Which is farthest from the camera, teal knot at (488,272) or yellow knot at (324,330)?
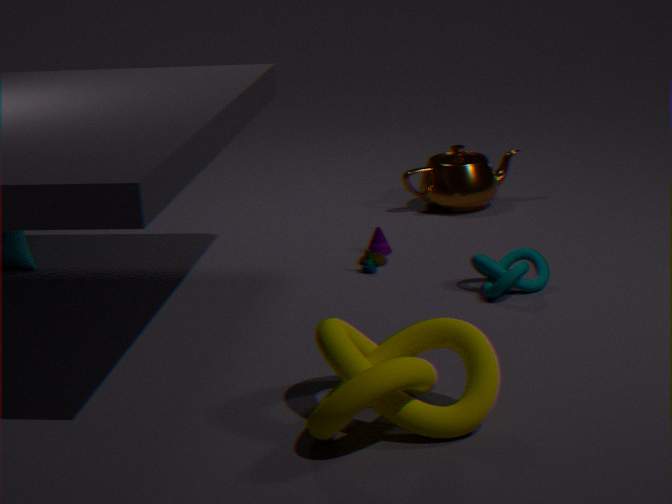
teal knot at (488,272)
